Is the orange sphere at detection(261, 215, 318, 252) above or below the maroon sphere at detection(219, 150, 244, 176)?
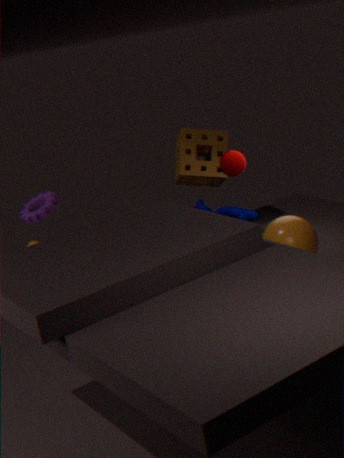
below
